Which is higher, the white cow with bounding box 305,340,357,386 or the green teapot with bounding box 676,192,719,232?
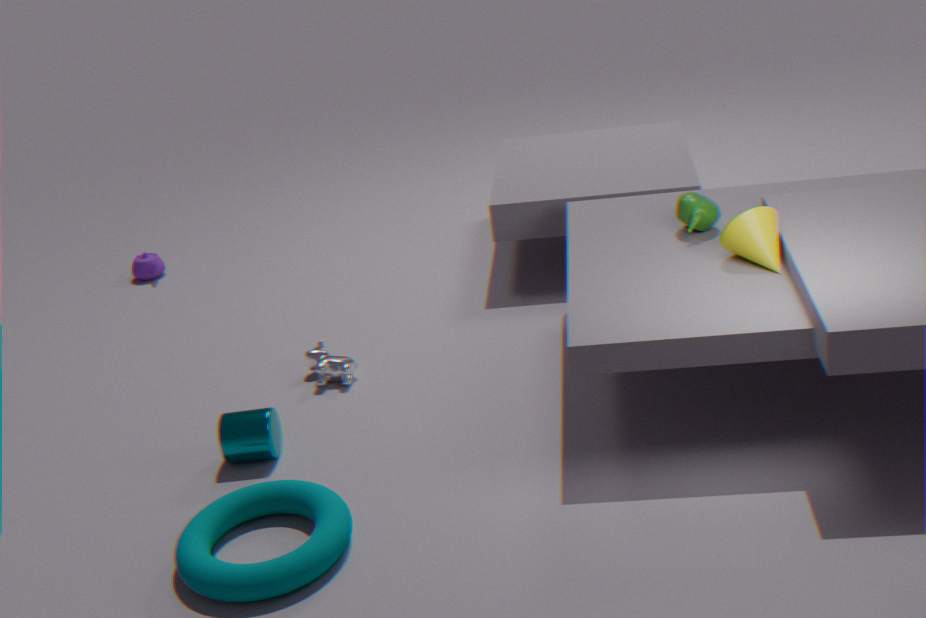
the green teapot with bounding box 676,192,719,232
